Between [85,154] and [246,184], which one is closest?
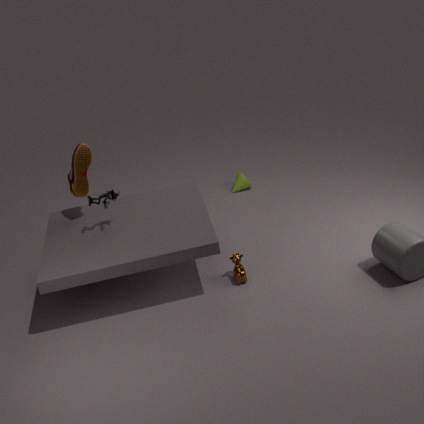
[85,154]
